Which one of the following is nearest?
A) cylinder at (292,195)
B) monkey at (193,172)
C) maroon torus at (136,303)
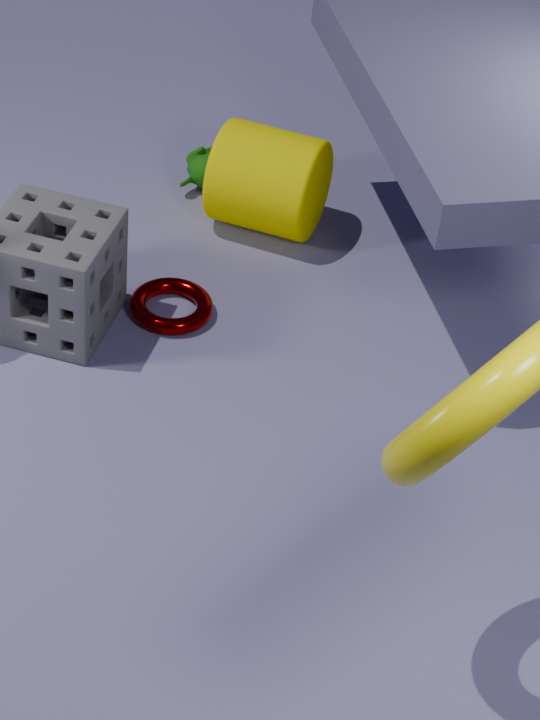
maroon torus at (136,303)
